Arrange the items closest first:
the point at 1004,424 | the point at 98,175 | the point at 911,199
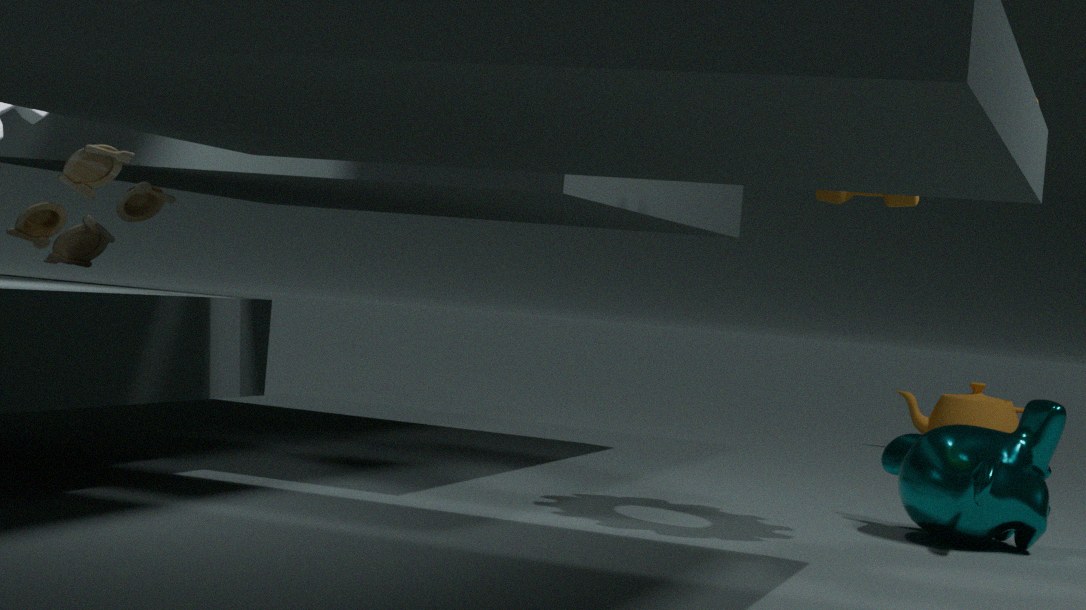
the point at 911,199, the point at 98,175, the point at 1004,424
